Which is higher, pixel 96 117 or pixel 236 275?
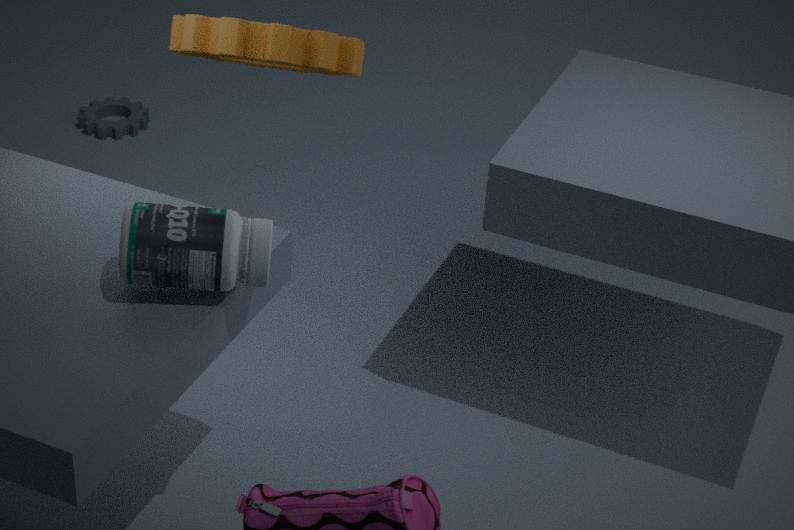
pixel 236 275
